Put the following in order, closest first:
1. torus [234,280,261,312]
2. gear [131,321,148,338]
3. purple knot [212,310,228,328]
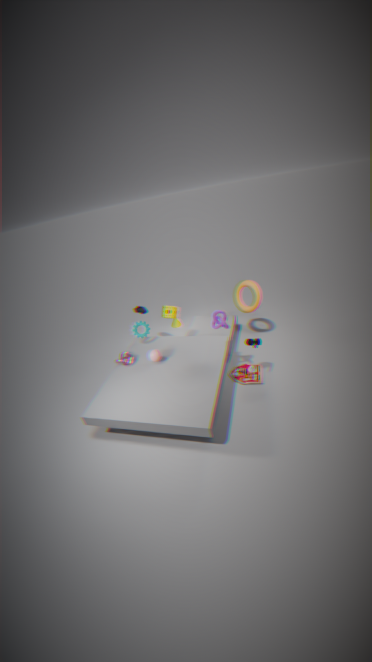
purple knot [212,310,228,328]
gear [131,321,148,338]
torus [234,280,261,312]
